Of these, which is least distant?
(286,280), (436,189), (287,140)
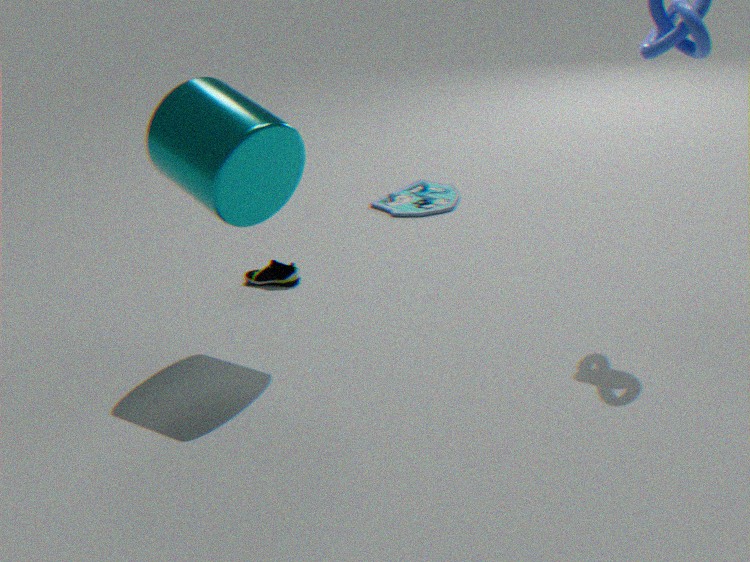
(287,140)
